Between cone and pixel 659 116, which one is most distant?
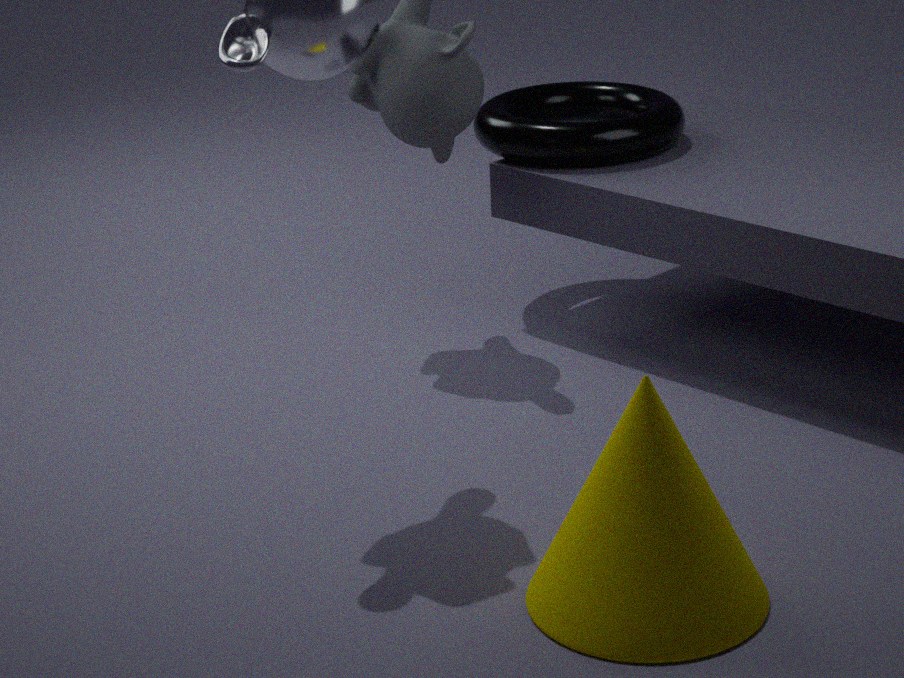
pixel 659 116
